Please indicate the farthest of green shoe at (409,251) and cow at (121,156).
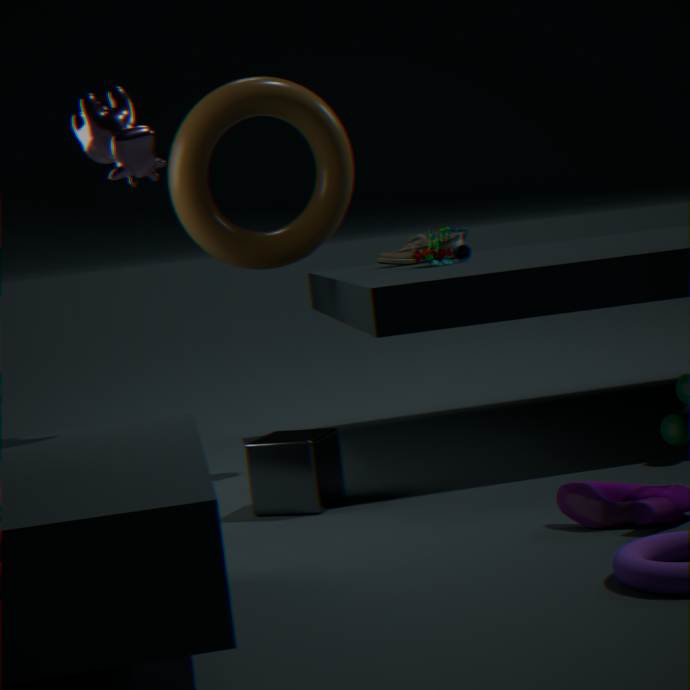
green shoe at (409,251)
